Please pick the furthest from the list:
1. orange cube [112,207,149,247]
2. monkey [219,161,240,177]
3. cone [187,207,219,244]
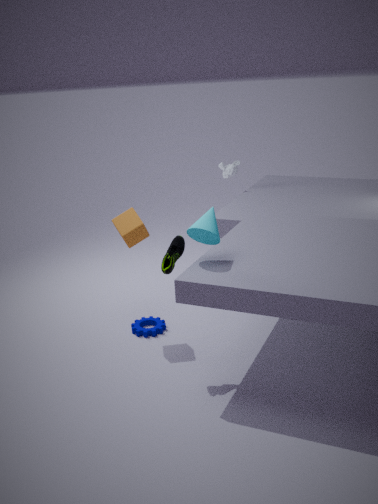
monkey [219,161,240,177]
